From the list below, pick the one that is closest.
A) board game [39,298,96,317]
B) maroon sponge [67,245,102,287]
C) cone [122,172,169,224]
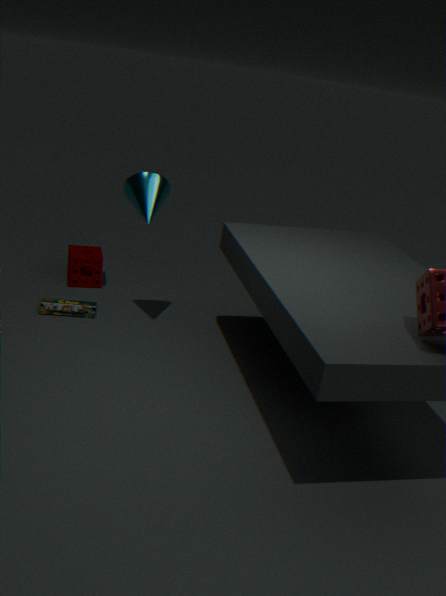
cone [122,172,169,224]
